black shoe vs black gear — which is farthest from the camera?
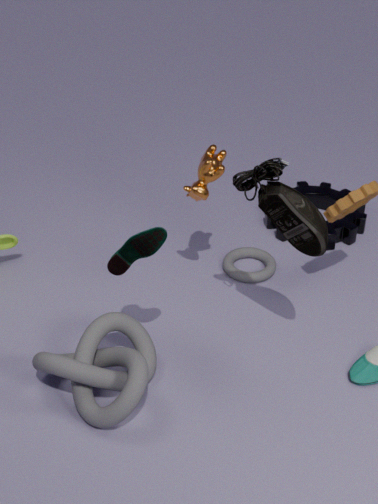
black gear
